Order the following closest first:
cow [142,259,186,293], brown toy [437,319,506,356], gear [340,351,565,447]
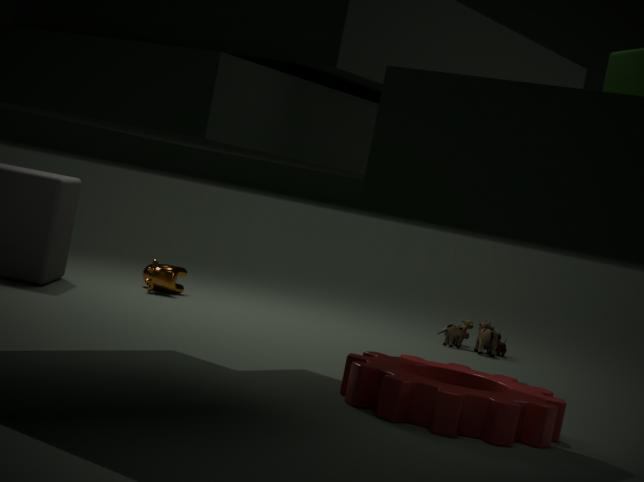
1. gear [340,351,565,447]
2. cow [142,259,186,293]
3. brown toy [437,319,506,356]
